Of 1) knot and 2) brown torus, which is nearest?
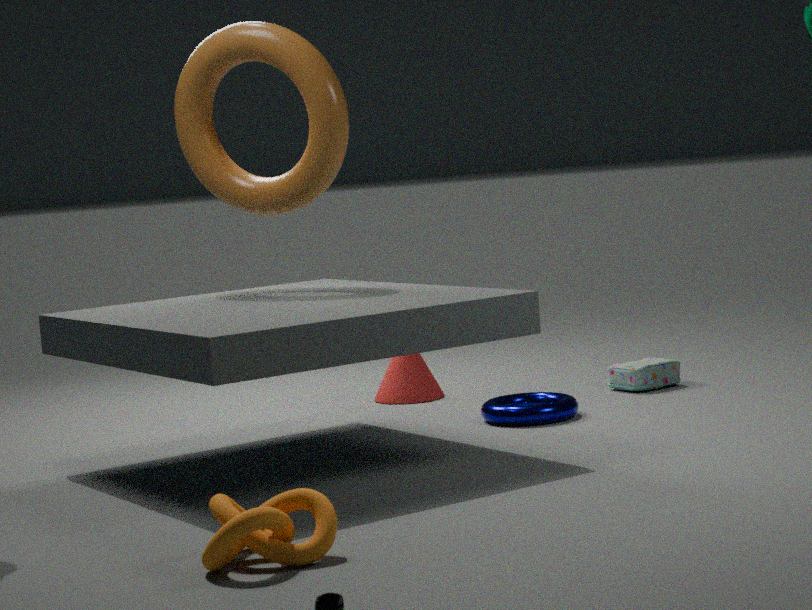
1. knot
